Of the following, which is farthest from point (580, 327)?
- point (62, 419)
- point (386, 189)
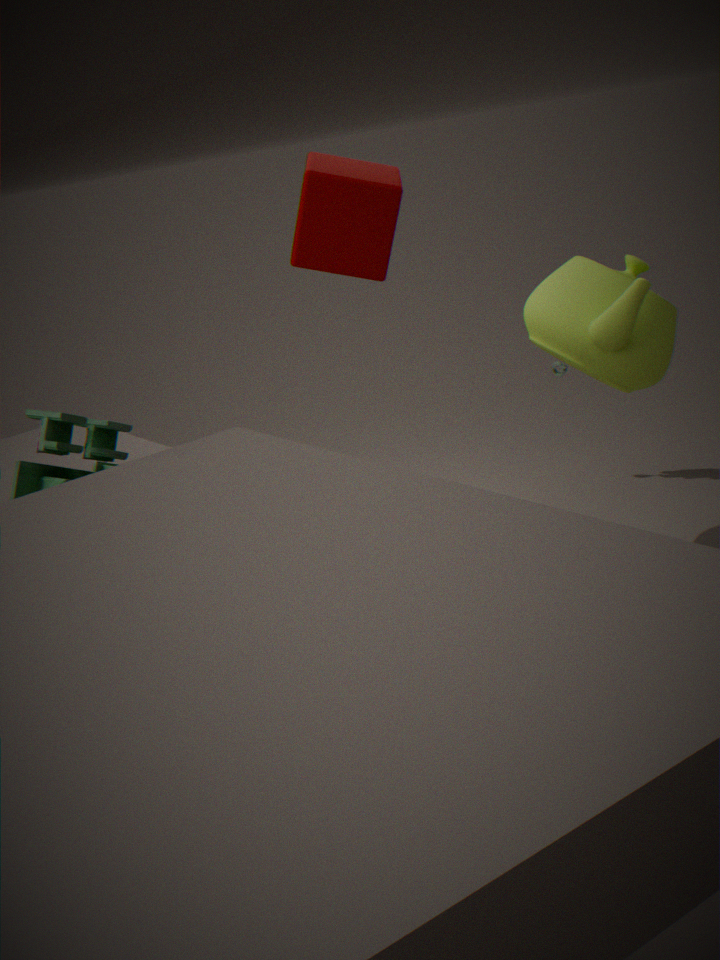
point (62, 419)
